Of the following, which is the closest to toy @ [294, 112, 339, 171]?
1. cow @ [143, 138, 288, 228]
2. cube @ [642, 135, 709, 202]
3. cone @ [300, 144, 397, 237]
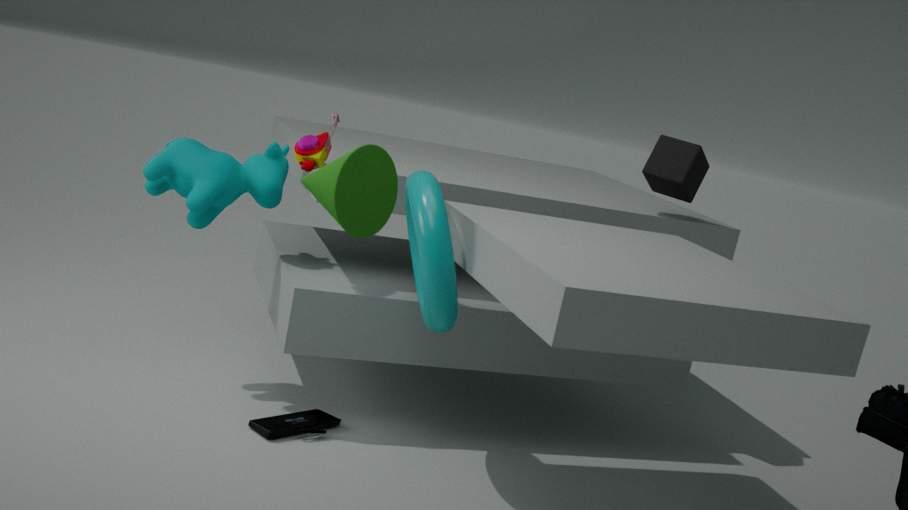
cow @ [143, 138, 288, 228]
